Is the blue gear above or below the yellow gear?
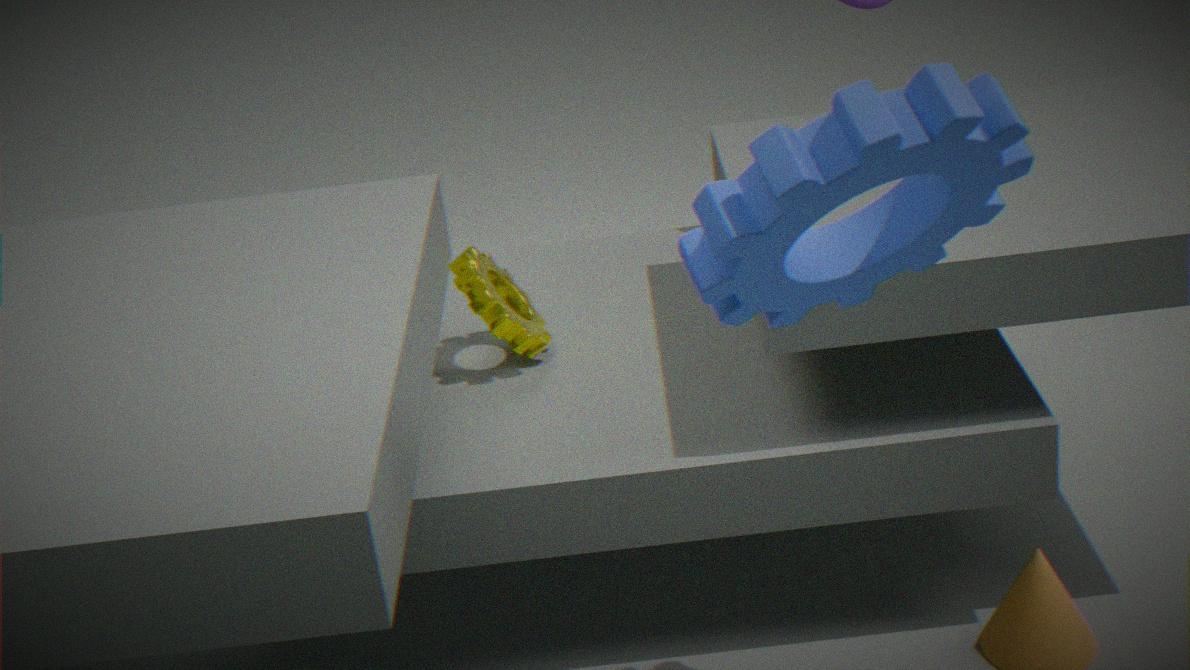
above
